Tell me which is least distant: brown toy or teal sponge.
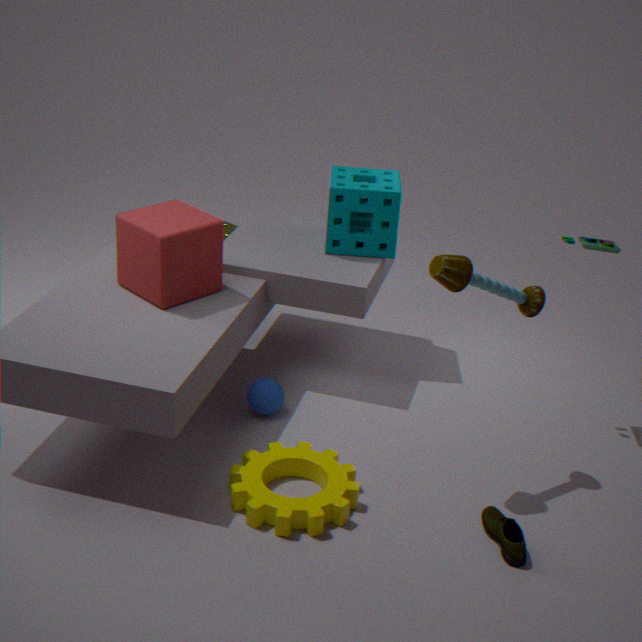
brown toy
